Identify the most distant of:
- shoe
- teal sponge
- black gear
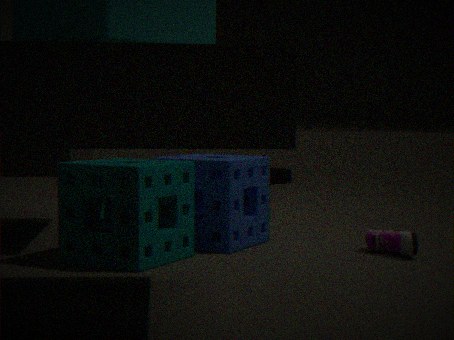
black gear
